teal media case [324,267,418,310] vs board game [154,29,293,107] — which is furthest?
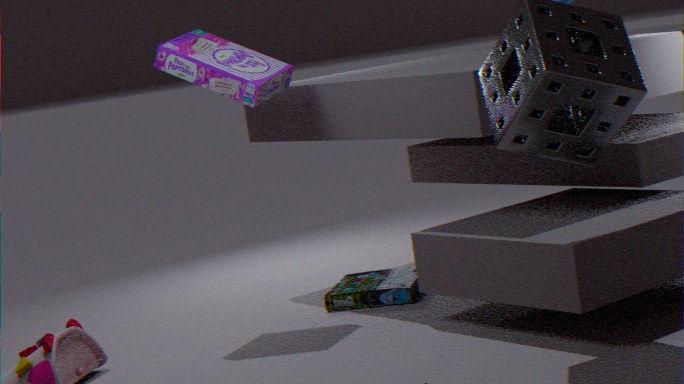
teal media case [324,267,418,310]
